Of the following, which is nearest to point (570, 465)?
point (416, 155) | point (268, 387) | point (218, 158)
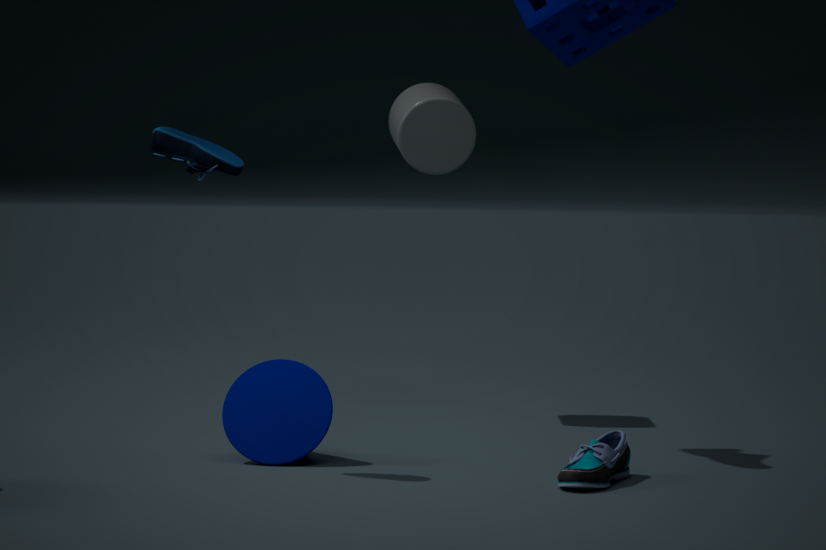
point (268, 387)
